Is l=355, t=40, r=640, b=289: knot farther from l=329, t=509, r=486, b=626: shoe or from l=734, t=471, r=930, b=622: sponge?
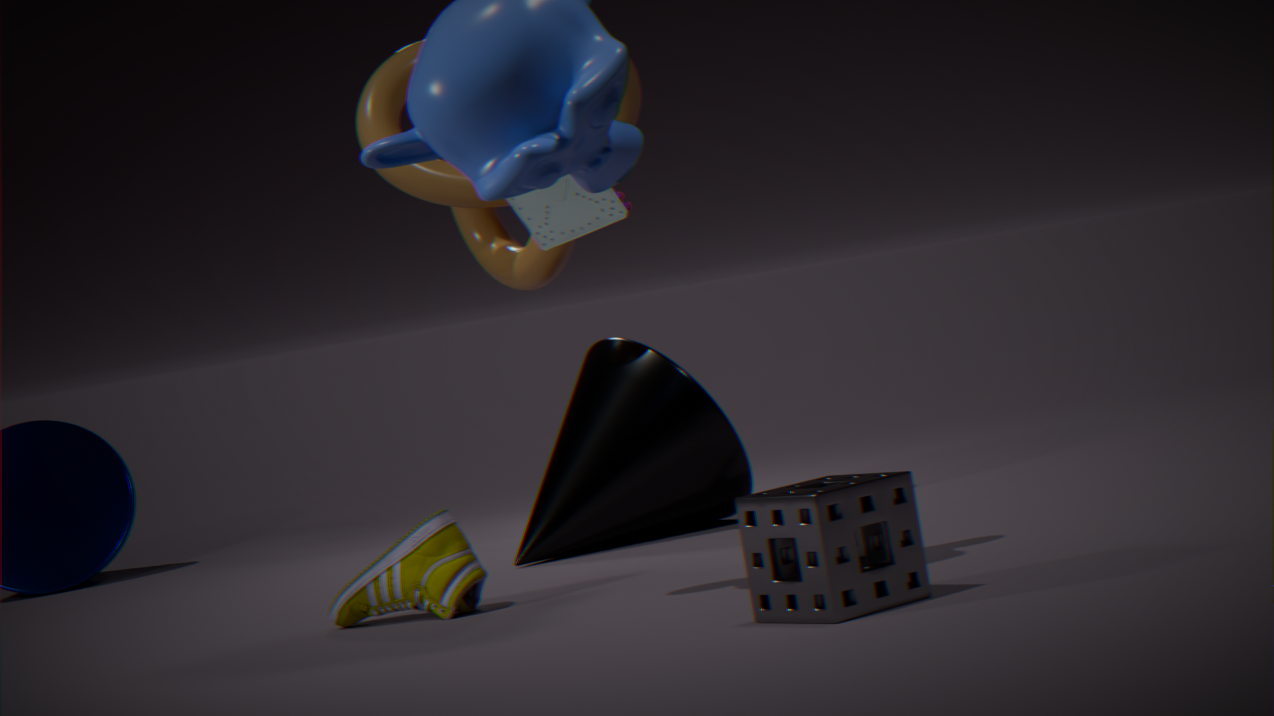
l=734, t=471, r=930, b=622: sponge
